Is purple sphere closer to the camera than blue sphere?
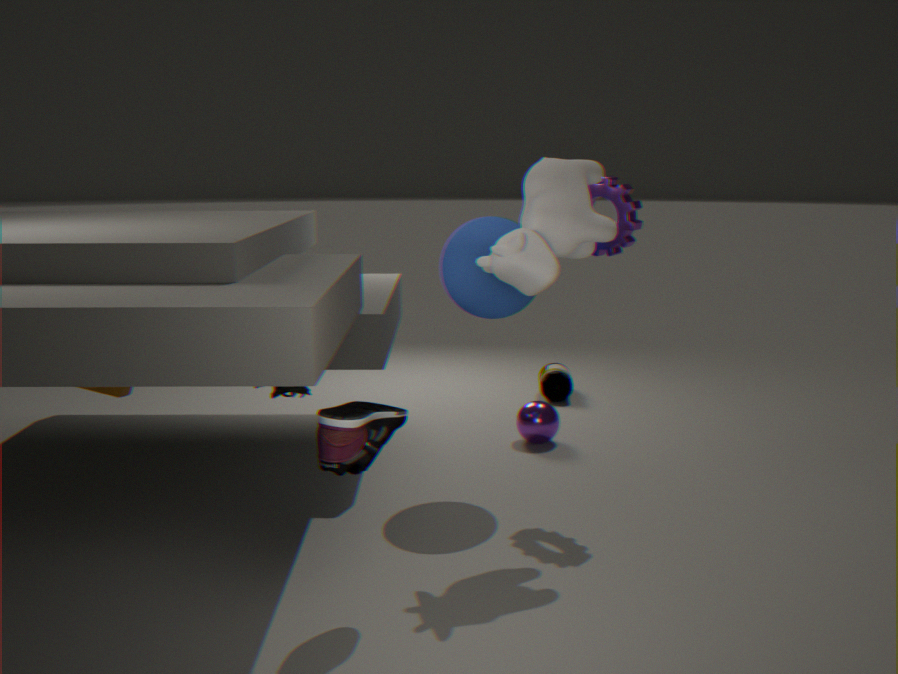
No
